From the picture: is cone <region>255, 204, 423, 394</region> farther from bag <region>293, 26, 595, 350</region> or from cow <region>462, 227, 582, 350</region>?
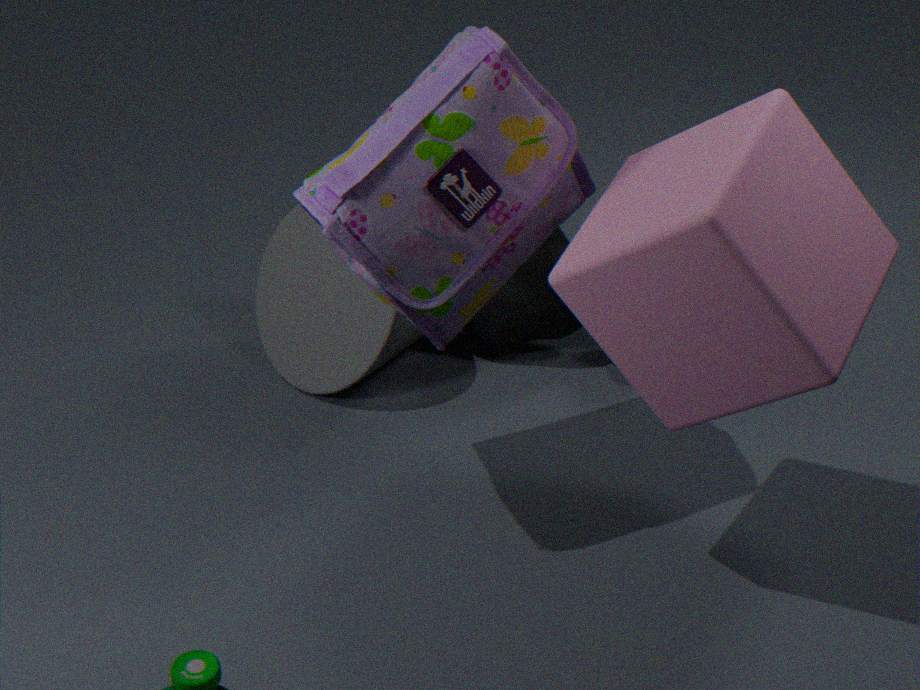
bag <region>293, 26, 595, 350</region>
